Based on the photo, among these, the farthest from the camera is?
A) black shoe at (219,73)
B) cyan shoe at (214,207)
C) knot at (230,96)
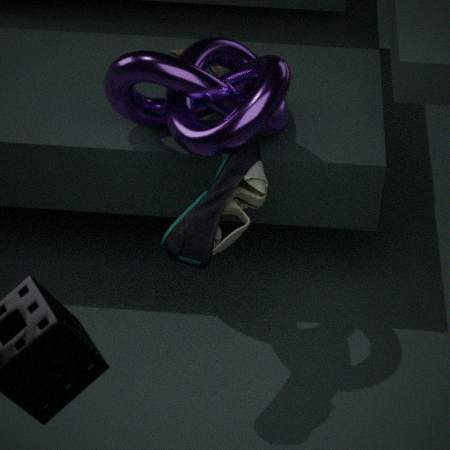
A. black shoe at (219,73)
